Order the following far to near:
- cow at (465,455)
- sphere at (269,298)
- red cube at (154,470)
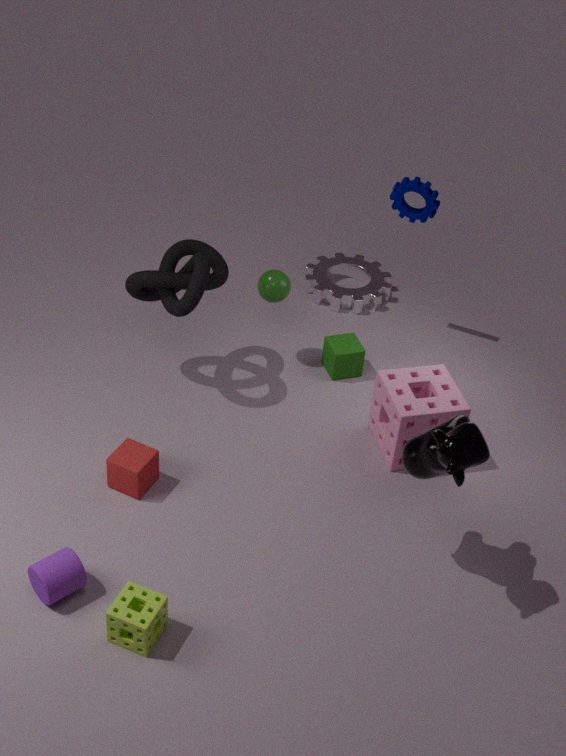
sphere at (269,298) < red cube at (154,470) < cow at (465,455)
